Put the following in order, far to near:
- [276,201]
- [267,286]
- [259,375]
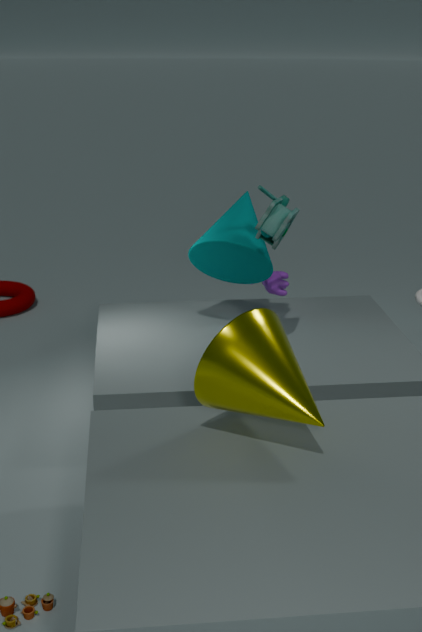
[267,286] < [276,201] < [259,375]
